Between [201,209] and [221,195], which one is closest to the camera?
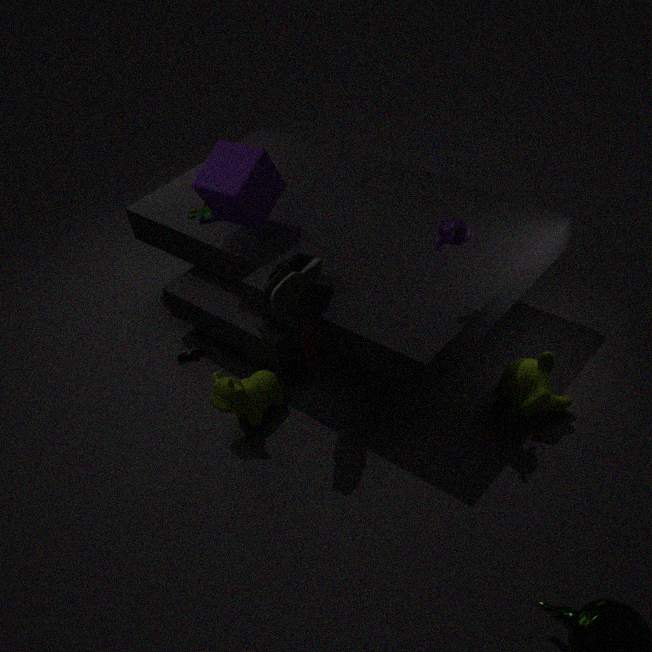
[221,195]
